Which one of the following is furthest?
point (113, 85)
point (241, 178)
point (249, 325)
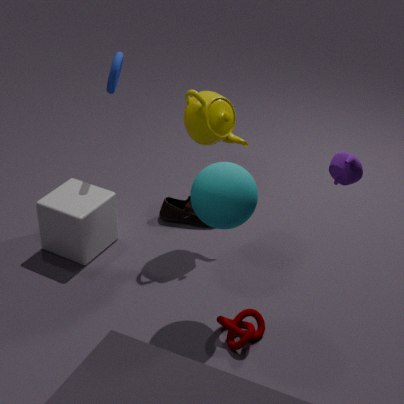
point (113, 85)
